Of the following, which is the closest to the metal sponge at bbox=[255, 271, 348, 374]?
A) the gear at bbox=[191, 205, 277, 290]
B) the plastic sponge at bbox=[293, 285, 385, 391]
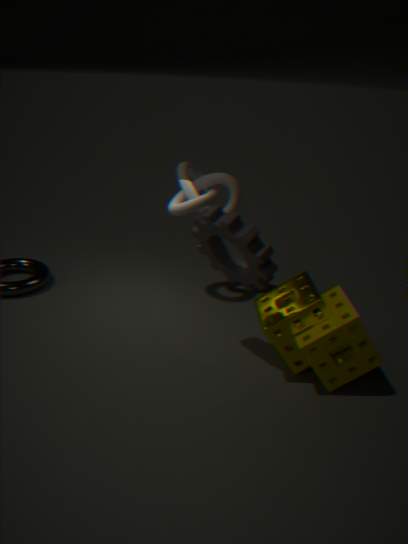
the plastic sponge at bbox=[293, 285, 385, 391]
